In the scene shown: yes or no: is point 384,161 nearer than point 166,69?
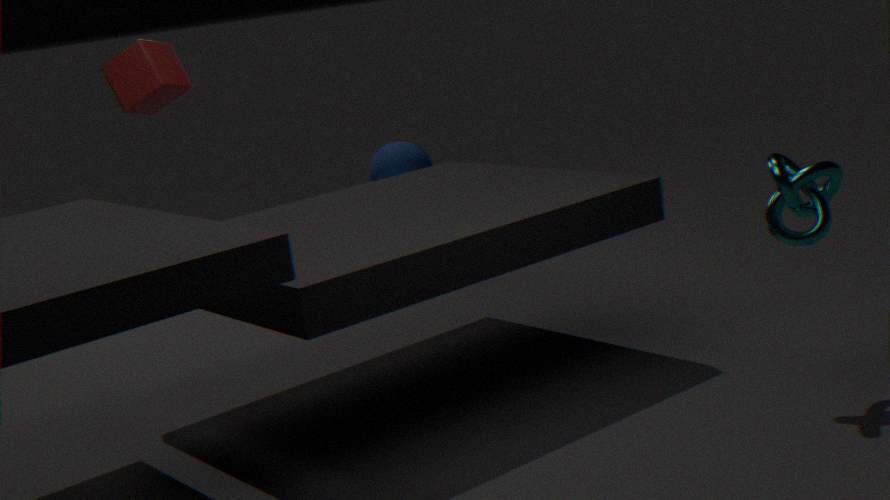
No
